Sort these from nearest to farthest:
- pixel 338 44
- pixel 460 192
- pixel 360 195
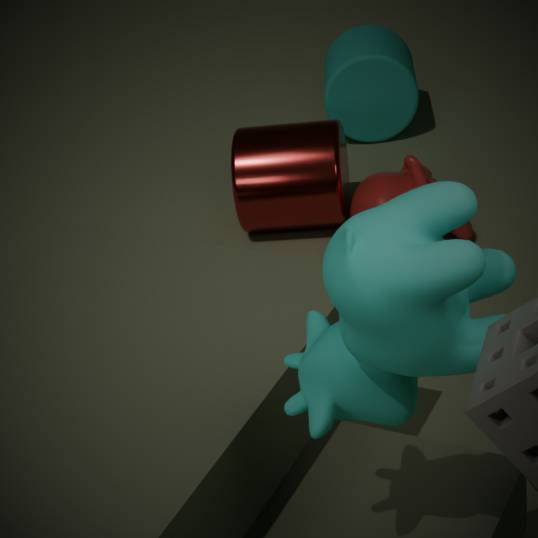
pixel 460 192
pixel 360 195
pixel 338 44
